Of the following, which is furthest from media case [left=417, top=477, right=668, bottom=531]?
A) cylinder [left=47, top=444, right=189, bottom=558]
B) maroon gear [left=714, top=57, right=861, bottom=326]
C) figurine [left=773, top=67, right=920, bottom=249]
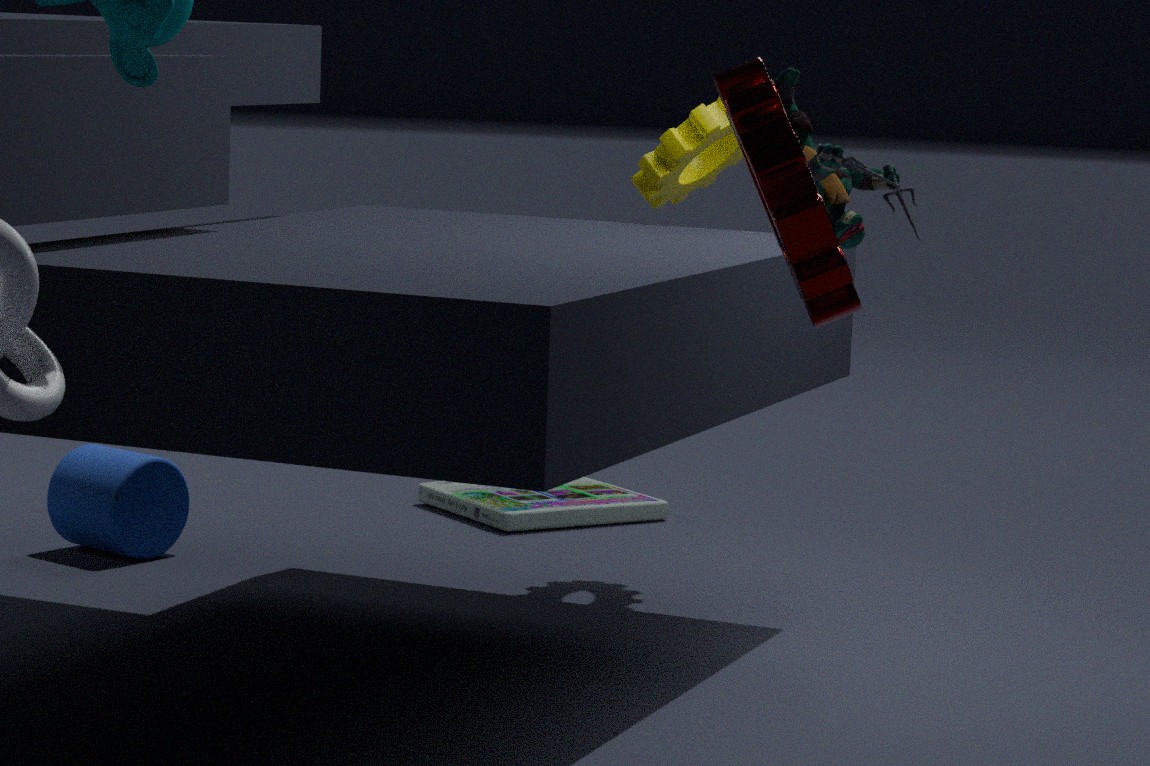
maroon gear [left=714, top=57, right=861, bottom=326]
